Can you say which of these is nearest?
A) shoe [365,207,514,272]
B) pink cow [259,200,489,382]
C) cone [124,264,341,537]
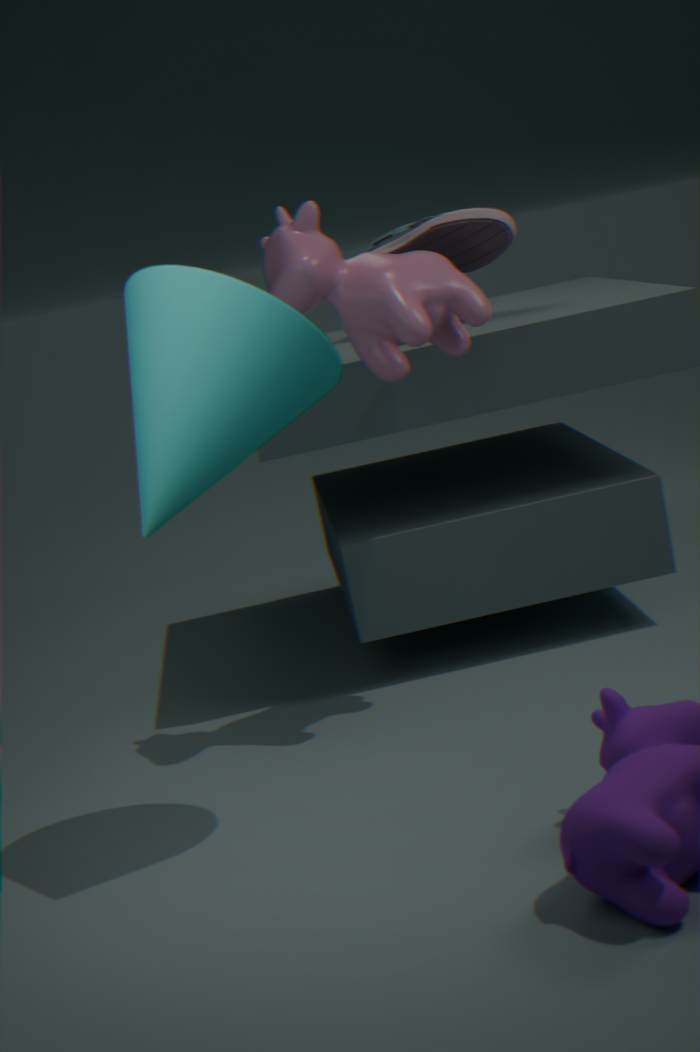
cone [124,264,341,537]
